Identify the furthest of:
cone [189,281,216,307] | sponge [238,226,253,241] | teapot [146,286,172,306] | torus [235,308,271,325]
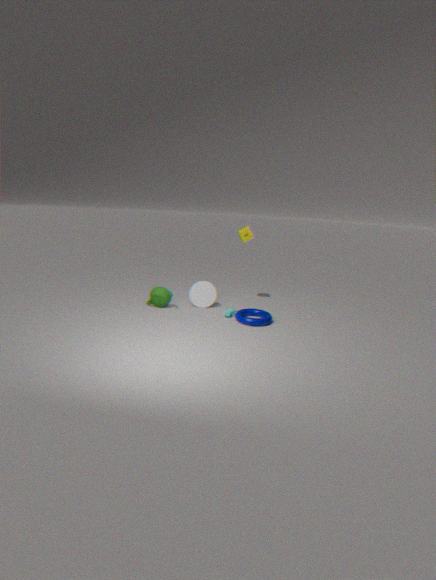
sponge [238,226,253,241]
